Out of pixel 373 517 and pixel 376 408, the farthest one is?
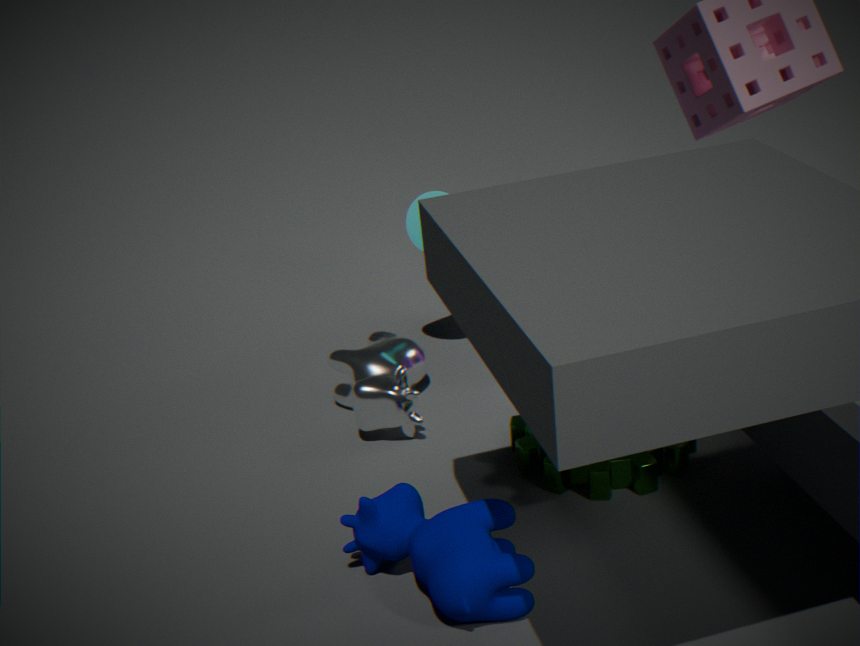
pixel 376 408
